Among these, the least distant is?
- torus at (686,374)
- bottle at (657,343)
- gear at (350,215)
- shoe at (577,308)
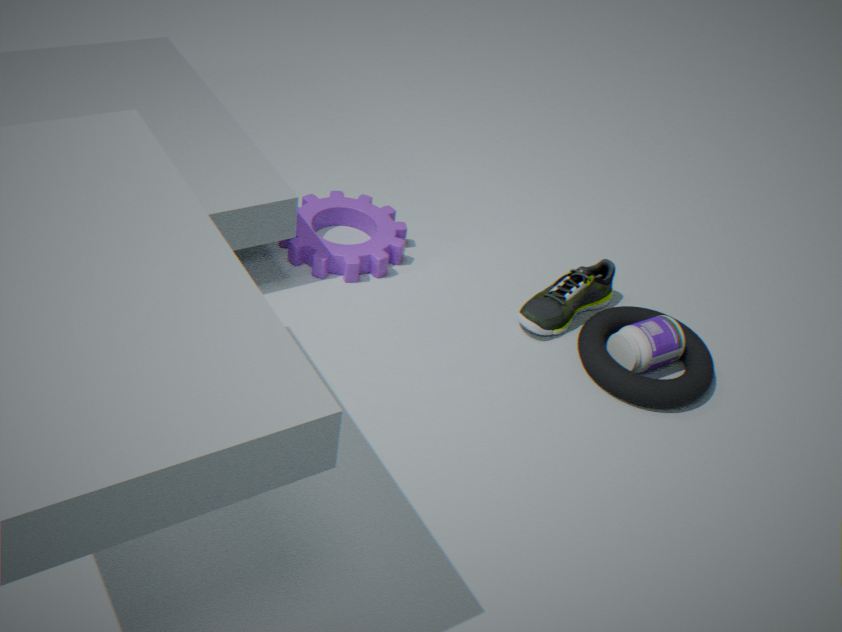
torus at (686,374)
